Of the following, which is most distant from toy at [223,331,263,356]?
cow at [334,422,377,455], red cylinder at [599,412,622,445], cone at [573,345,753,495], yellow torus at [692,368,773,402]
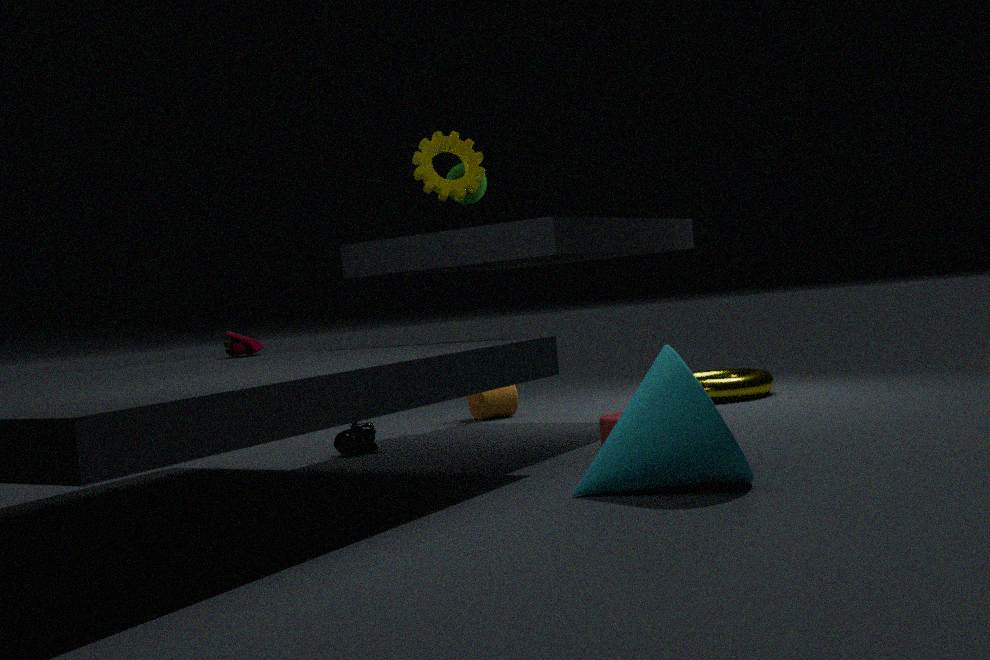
yellow torus at [692,368,773,402]
